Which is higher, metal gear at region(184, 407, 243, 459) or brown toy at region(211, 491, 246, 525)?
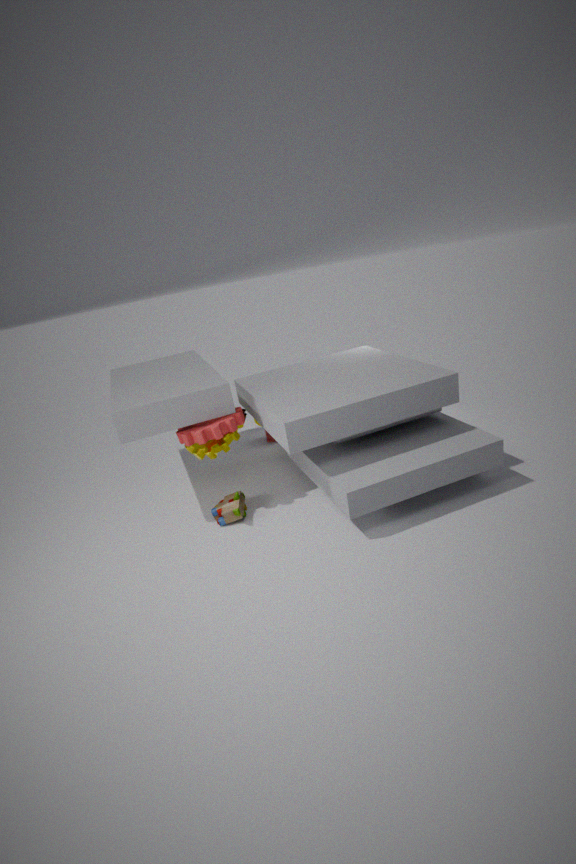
metal gear at region(184, 407, 243, 459)
